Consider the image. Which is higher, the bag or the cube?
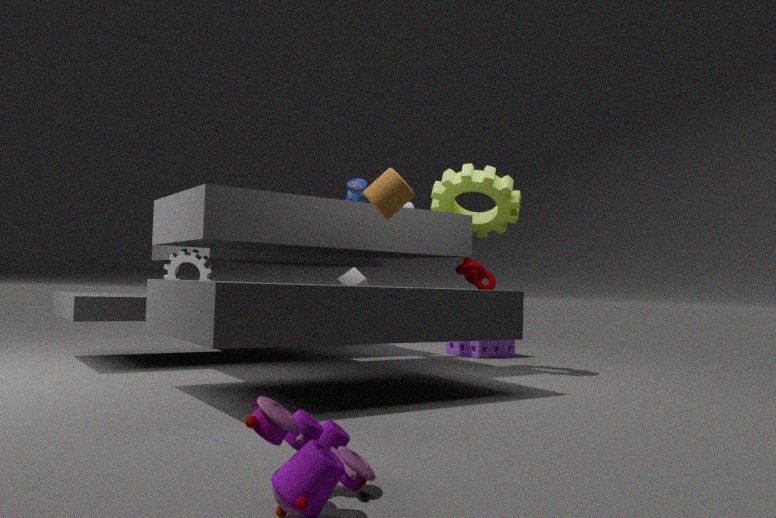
the bag
